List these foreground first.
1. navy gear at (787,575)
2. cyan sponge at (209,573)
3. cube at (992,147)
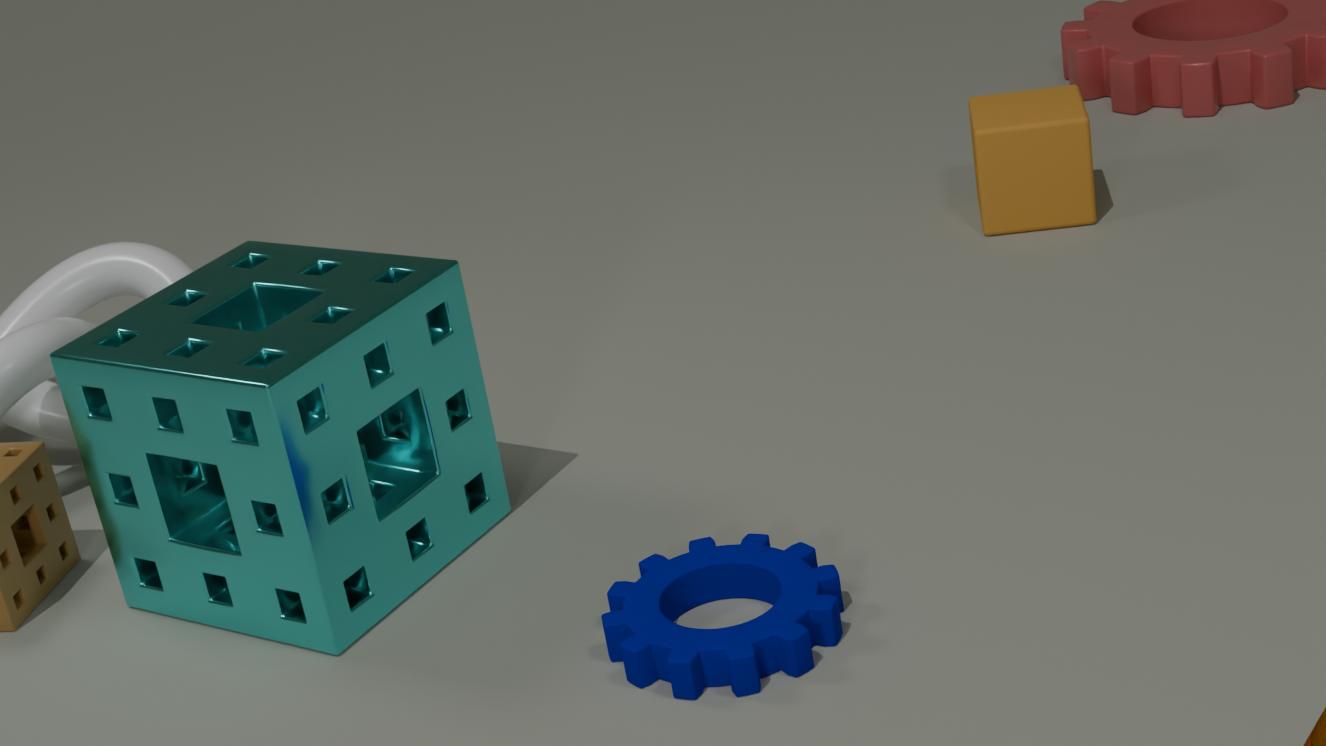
navy gear at (787,575), cyan sponge at (209,573), cube at (992,147)
